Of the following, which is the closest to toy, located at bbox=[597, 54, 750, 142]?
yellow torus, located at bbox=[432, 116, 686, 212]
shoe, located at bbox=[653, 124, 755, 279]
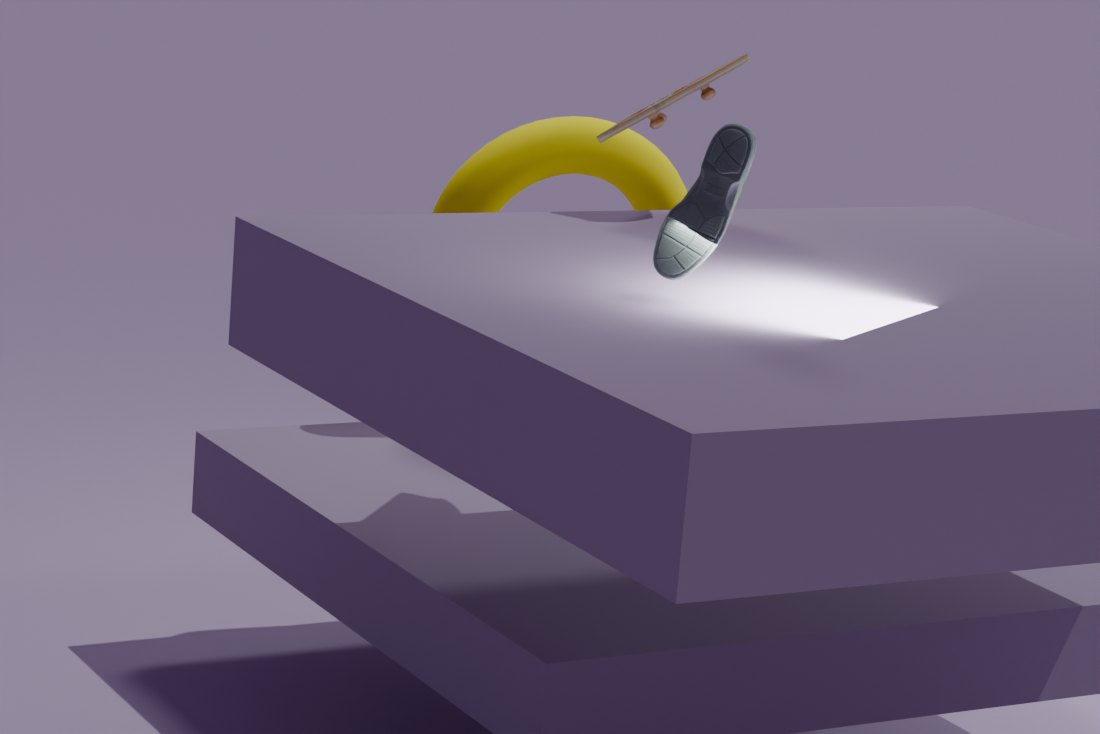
yellow torus, located at bbox=[432, 116, 686, 212]
